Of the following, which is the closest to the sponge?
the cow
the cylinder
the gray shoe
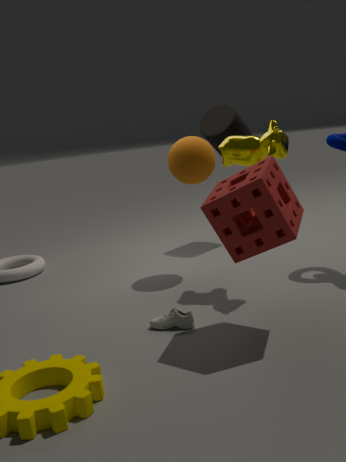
the cow
